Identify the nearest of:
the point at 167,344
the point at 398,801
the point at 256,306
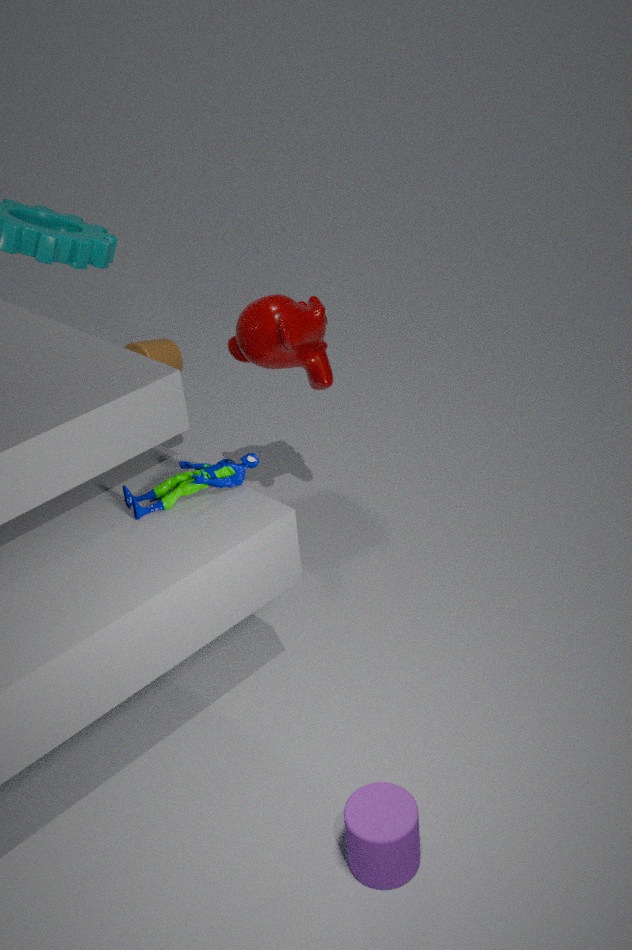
the point at 398,801
